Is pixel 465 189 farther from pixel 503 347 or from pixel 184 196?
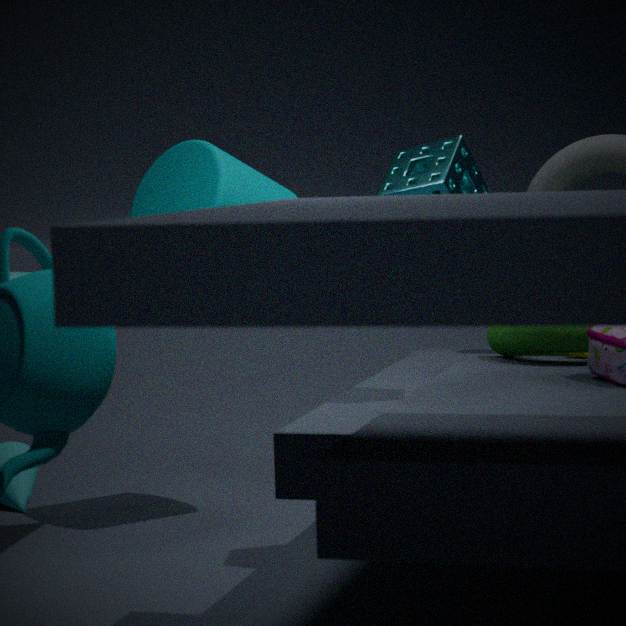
pixel 184 196
